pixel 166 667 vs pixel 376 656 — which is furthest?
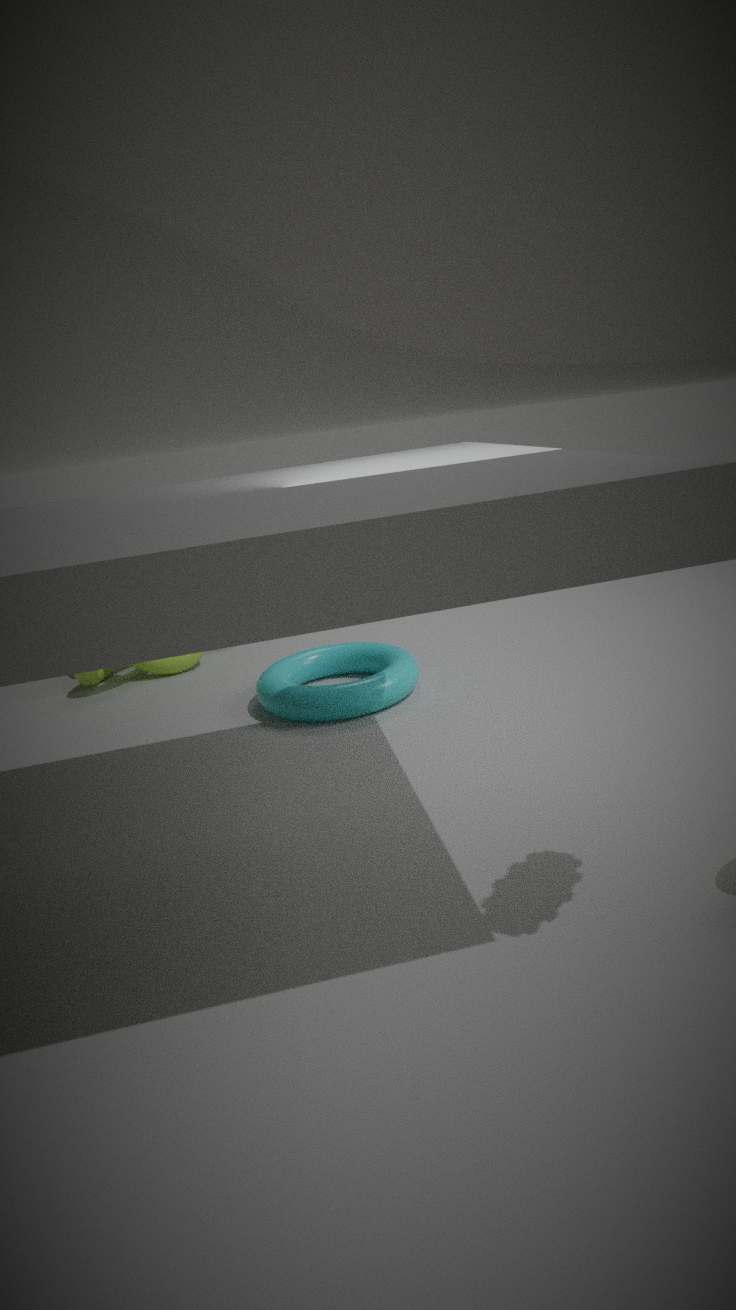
pixel 166 667
